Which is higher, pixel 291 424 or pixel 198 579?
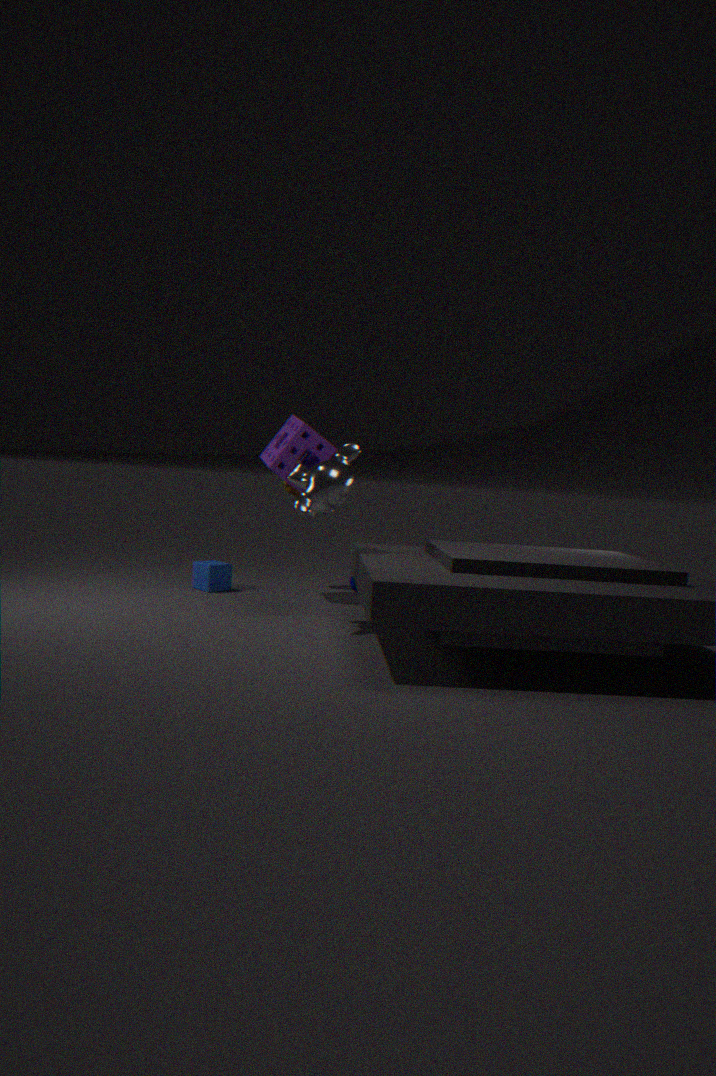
pixel 291 424
